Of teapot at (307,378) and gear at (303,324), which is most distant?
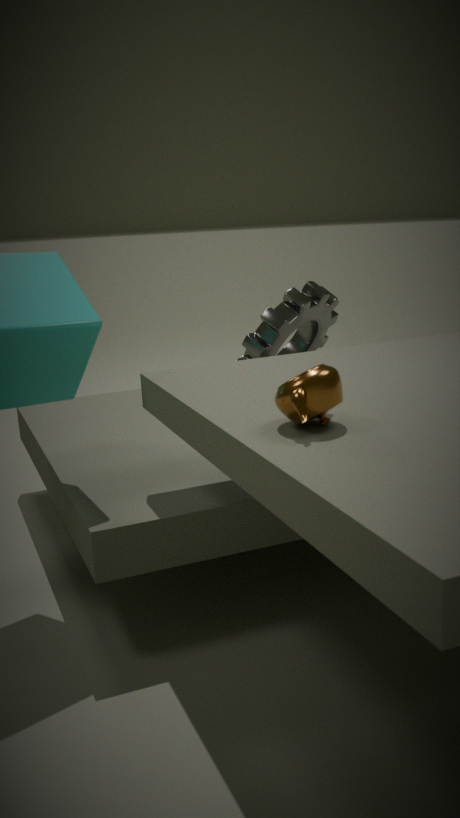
gear at (303,324)
